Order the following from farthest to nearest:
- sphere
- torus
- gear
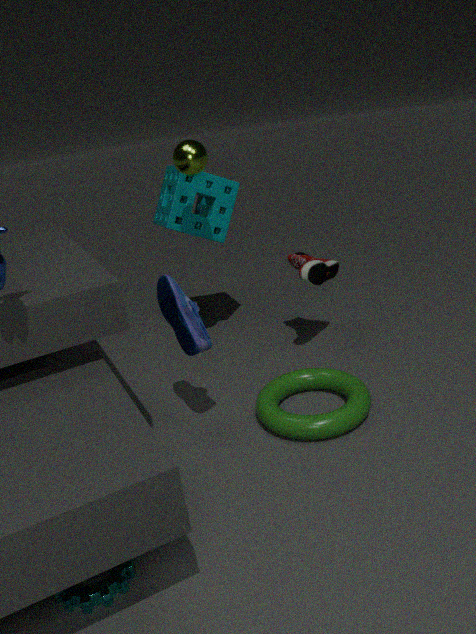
sphere
torus
gear
